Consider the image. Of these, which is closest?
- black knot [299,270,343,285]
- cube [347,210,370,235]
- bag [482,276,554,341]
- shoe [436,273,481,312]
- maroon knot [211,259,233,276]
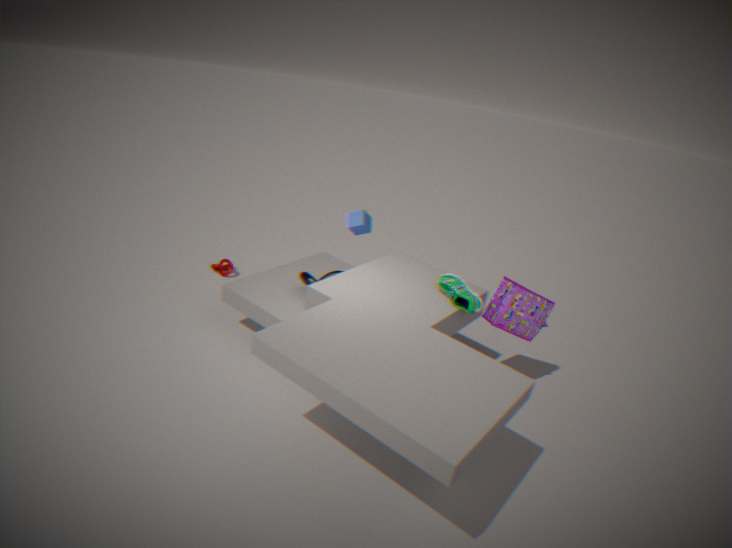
shoe [436,273,481,312]
